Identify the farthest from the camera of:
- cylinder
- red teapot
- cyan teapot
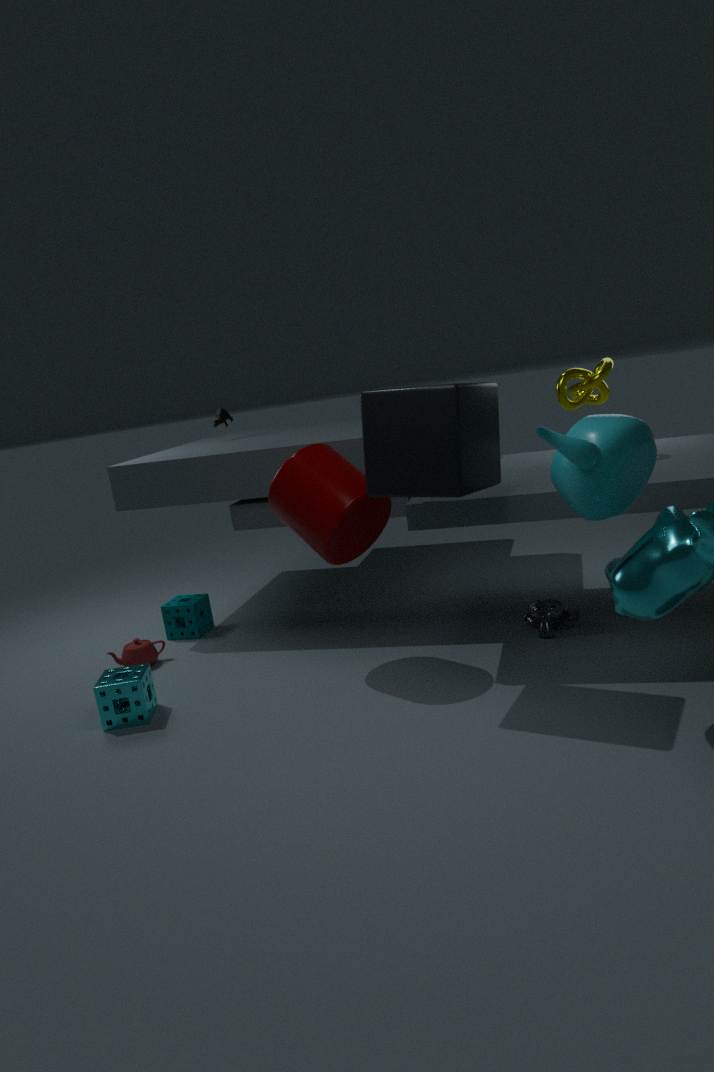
red teapot
